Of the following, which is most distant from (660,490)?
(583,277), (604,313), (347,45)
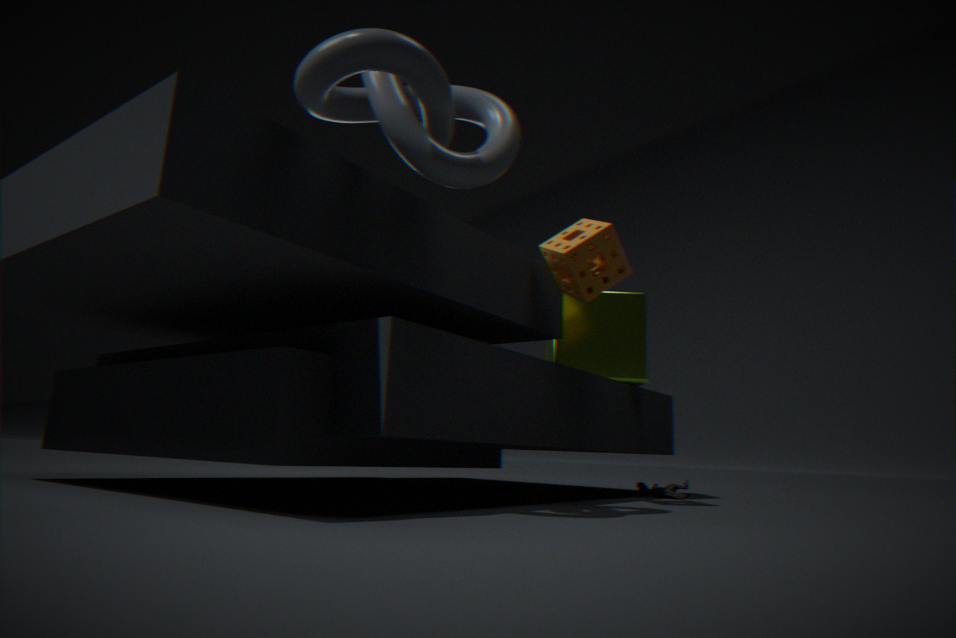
(347,45)
